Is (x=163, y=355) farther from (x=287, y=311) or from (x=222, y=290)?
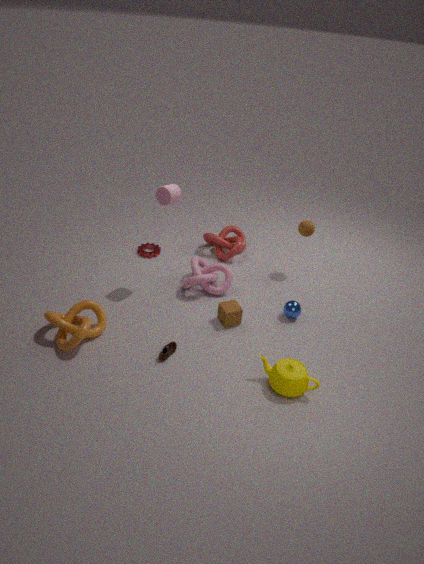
(x=287, y=311)
